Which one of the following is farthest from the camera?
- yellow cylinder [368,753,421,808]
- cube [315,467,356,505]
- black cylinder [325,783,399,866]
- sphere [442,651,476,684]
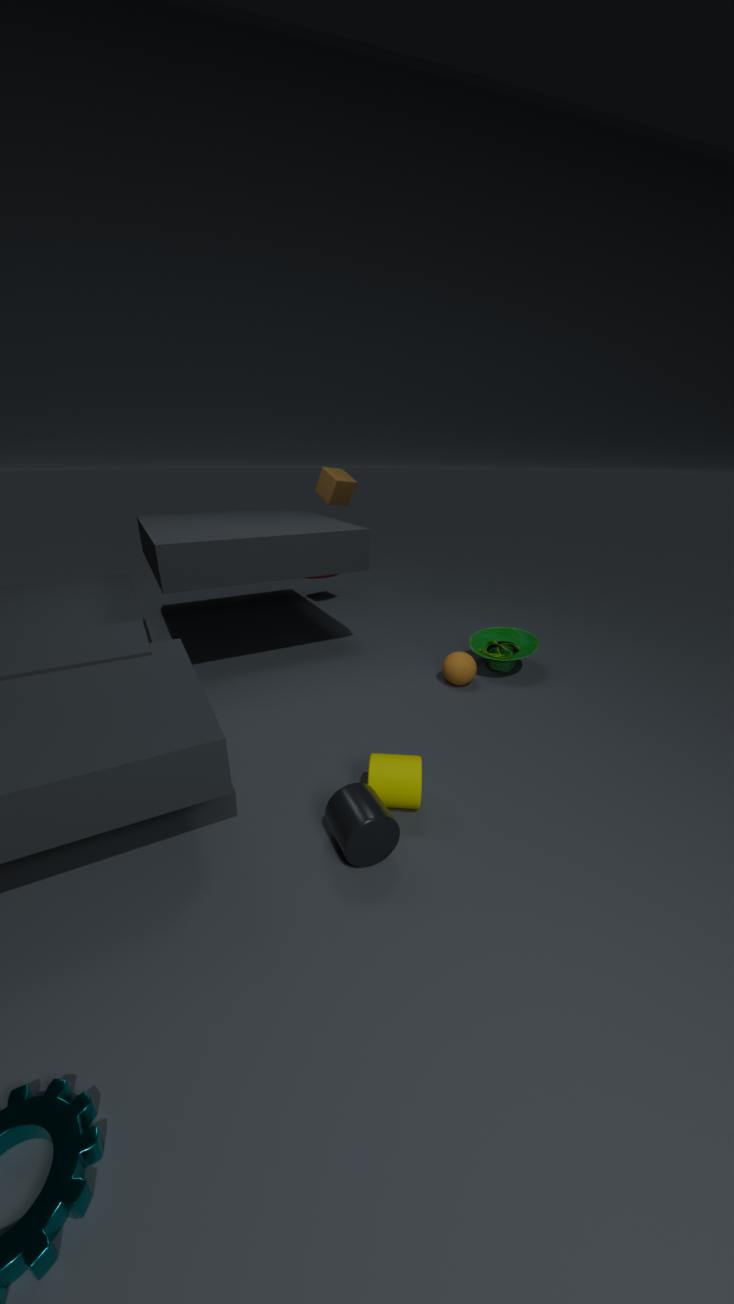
cube [315,467,356,505]
